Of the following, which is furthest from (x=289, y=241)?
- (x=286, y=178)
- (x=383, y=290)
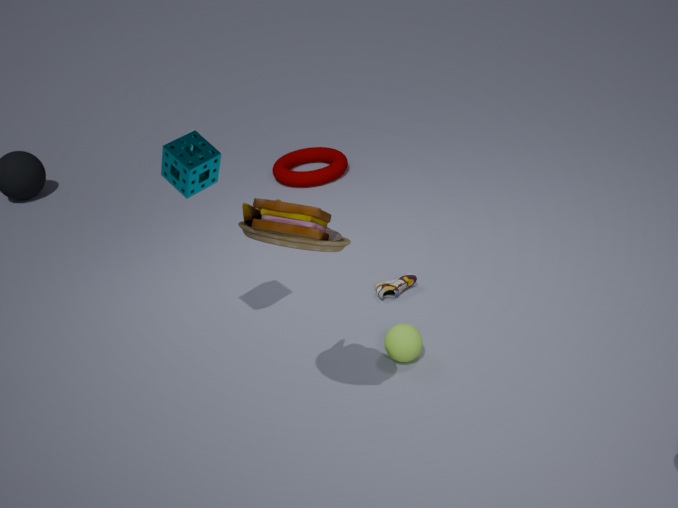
(x=286, y=178)
